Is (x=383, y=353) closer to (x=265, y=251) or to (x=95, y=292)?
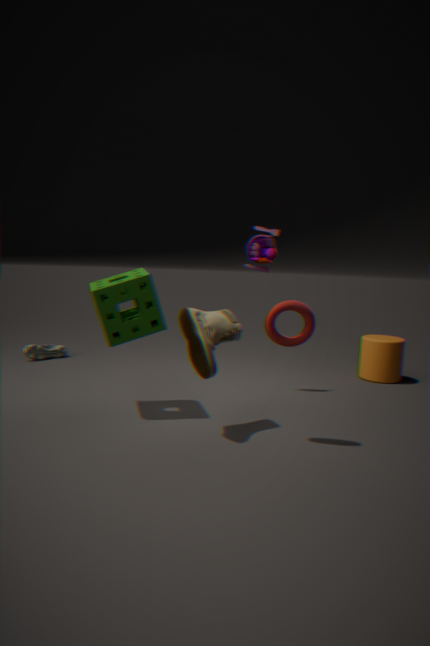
(x=265, y=251)
